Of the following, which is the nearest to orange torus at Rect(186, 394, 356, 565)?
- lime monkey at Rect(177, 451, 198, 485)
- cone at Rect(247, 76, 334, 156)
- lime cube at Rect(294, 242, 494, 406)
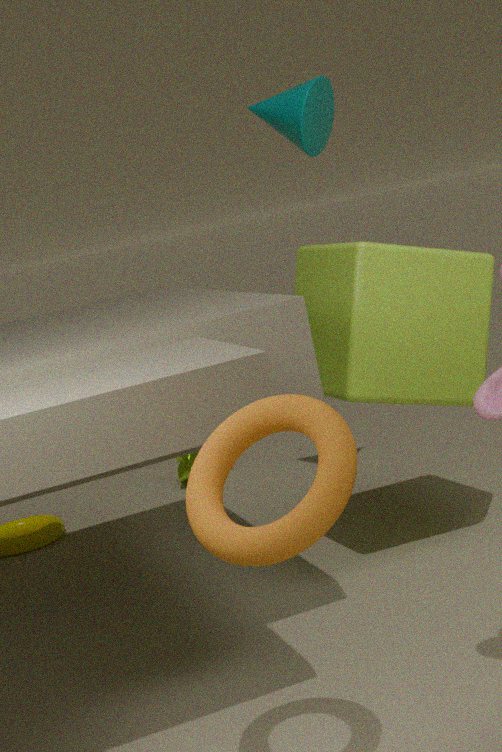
lime cube at Rect(294, 242, 494, 406)
